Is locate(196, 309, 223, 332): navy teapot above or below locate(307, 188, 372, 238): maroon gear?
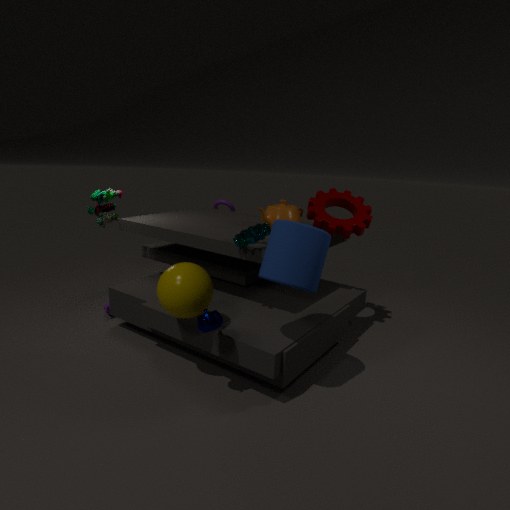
below
